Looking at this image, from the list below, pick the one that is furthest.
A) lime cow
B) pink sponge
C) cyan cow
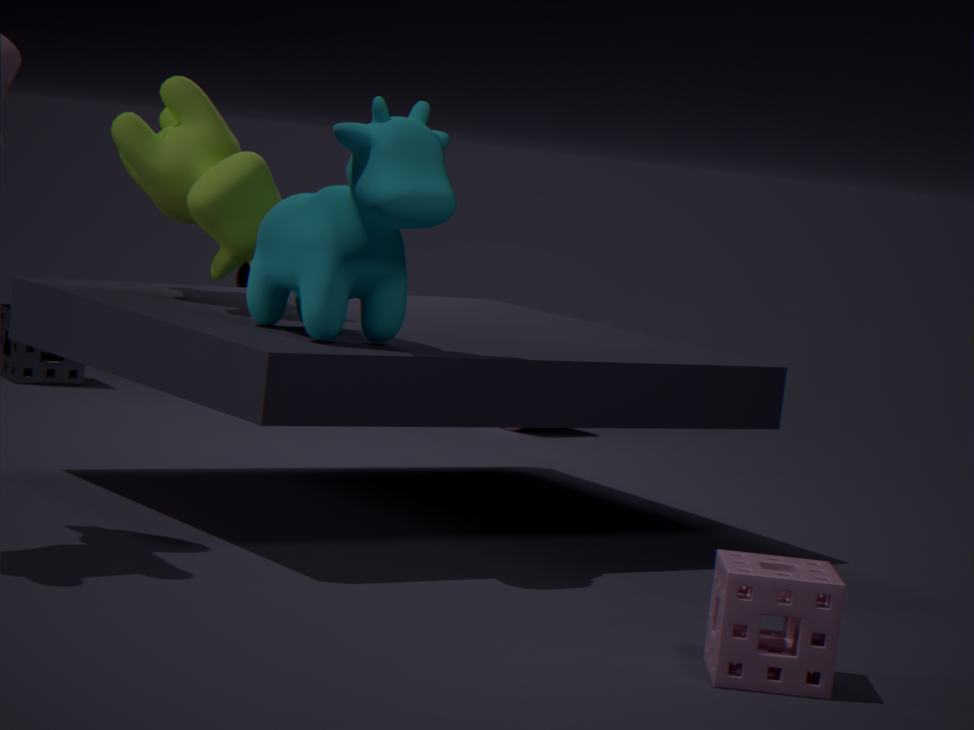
lime cow
